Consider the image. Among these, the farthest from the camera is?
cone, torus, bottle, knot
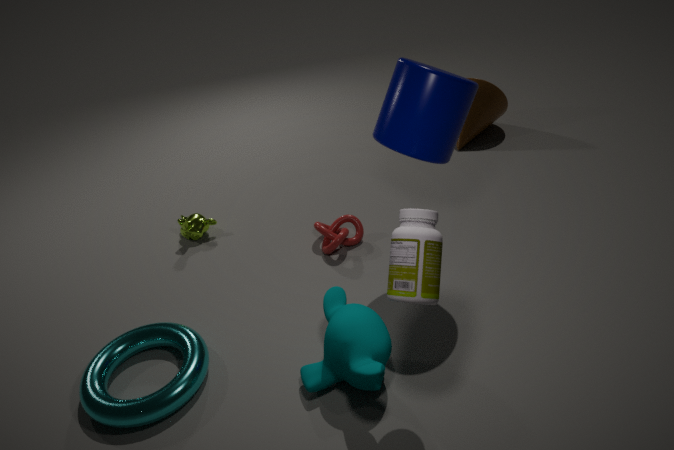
cone
